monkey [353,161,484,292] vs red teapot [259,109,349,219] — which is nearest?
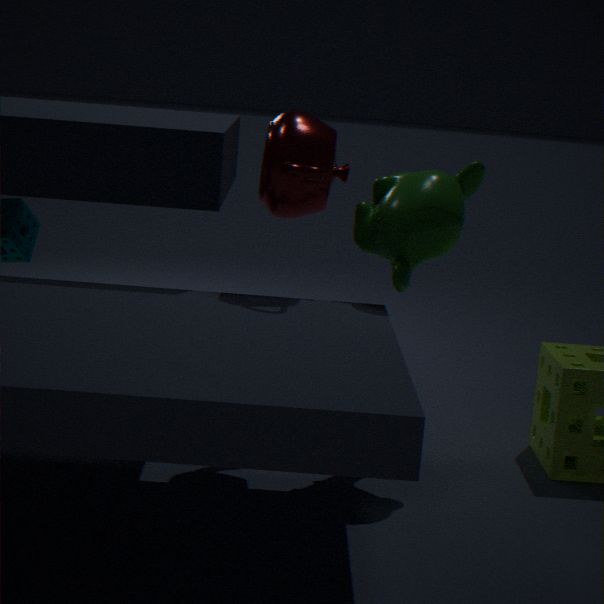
monkey [353,161,484,292]
